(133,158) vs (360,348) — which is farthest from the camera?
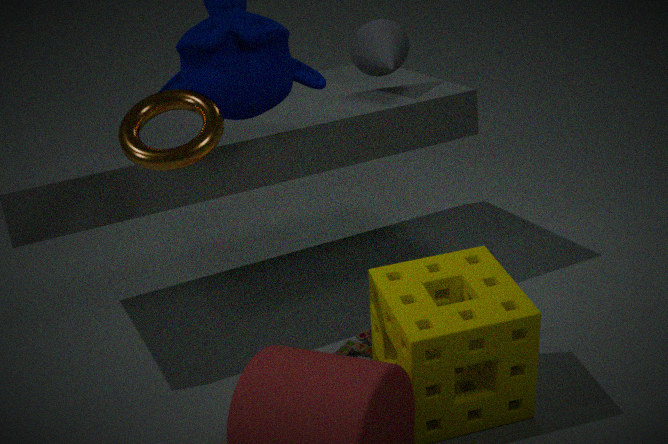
(360,348)
